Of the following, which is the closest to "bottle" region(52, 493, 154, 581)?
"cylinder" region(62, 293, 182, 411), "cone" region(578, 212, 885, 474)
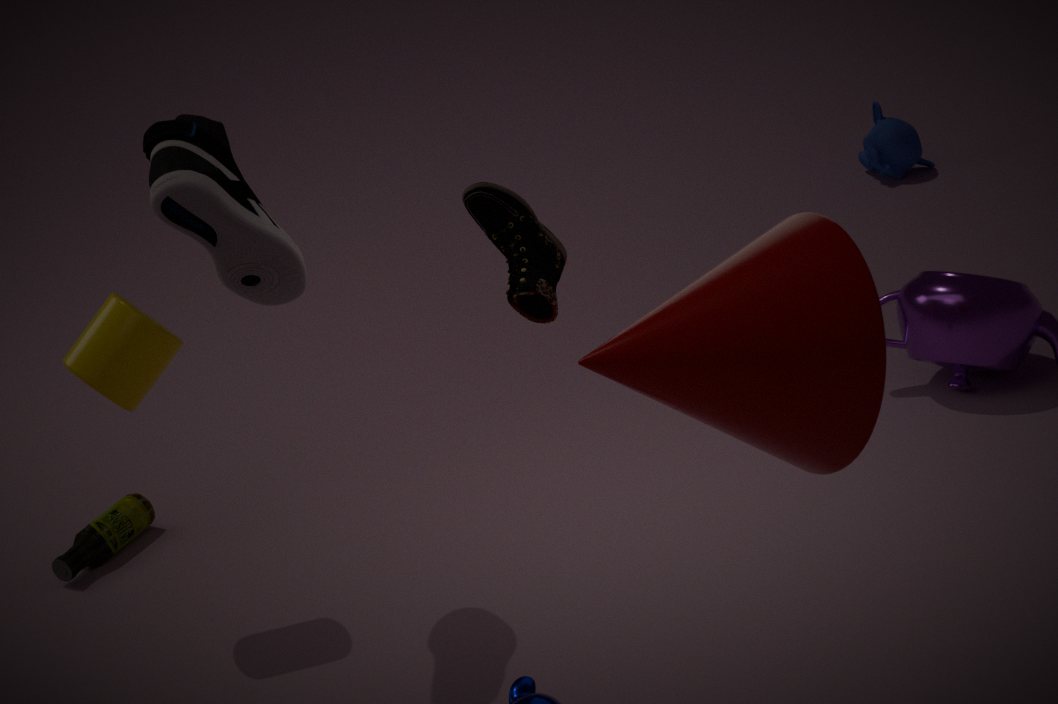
"cylinder" region(62, 293, 182, 411)
